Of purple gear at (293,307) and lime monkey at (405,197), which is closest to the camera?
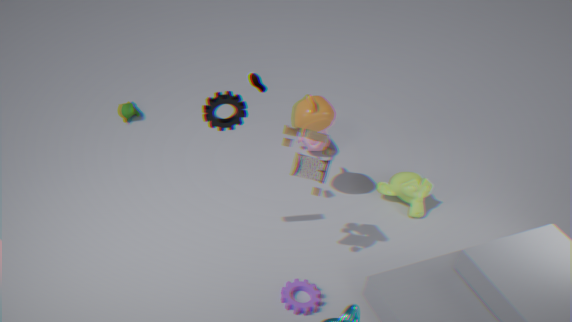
purple gear at (293,307)
